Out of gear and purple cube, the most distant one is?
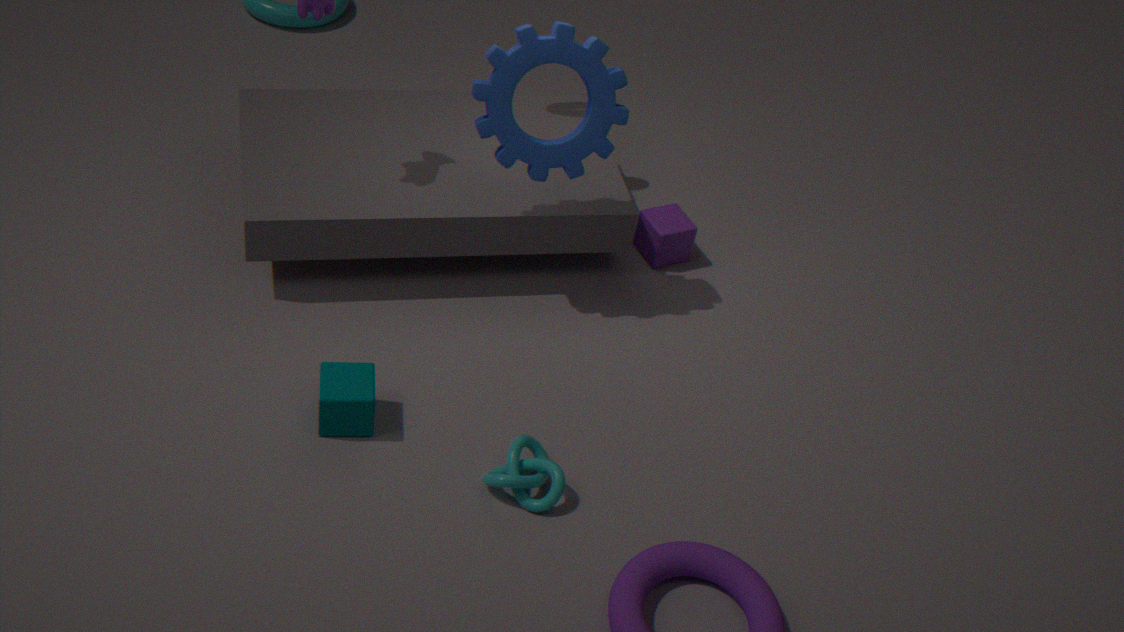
purple cube
